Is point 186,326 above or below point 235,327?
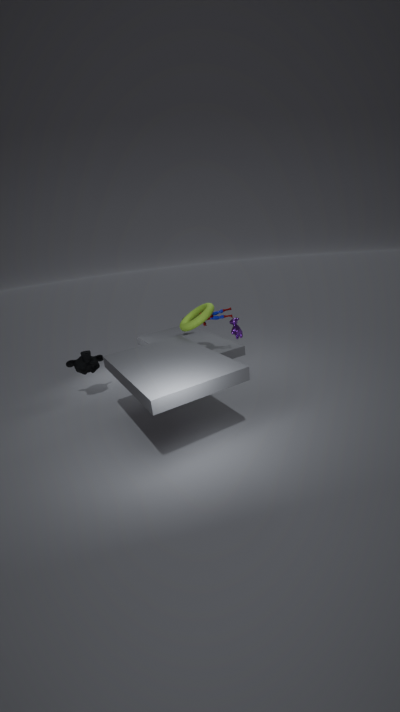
above
